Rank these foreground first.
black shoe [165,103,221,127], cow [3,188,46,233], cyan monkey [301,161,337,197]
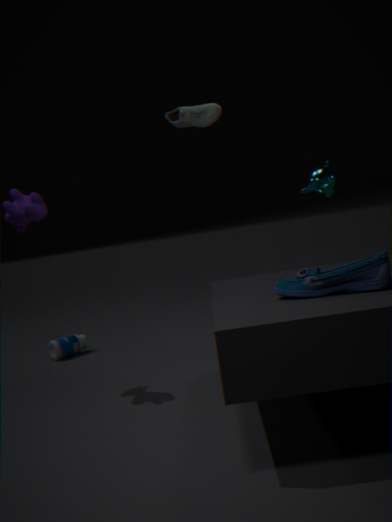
1. cow [3,188,46,233]
2. black shoe [165,103,221,127]
3. cyan monkey [301,161,337,197]
